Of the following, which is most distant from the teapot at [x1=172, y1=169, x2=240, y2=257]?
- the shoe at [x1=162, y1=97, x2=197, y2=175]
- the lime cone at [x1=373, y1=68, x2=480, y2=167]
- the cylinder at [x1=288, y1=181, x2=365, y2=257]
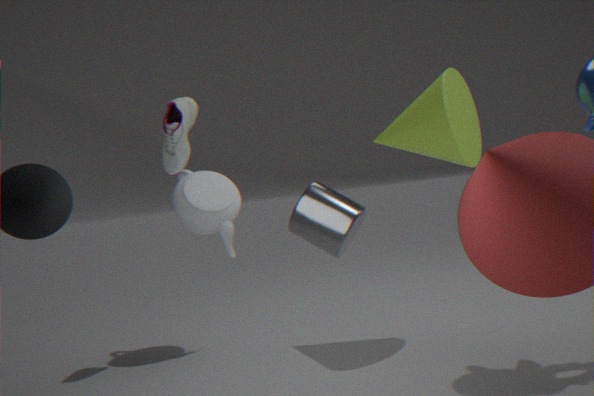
the cylinder at [x1=288, y1=181, x2=365, y2=257]
